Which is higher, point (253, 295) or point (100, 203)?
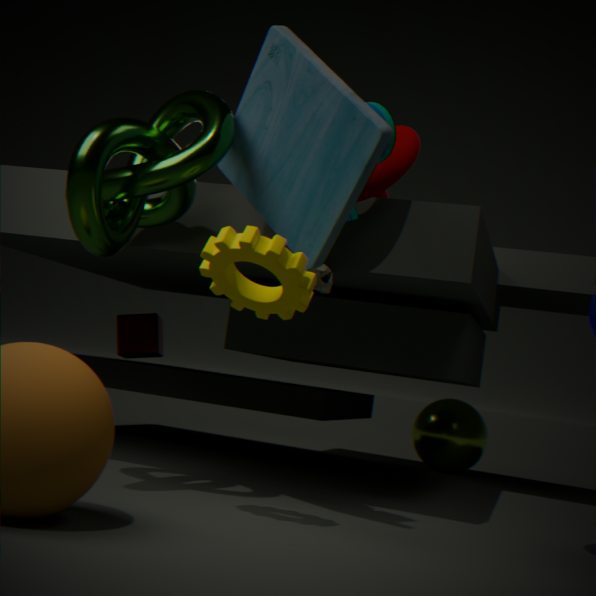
point (100, 203)
